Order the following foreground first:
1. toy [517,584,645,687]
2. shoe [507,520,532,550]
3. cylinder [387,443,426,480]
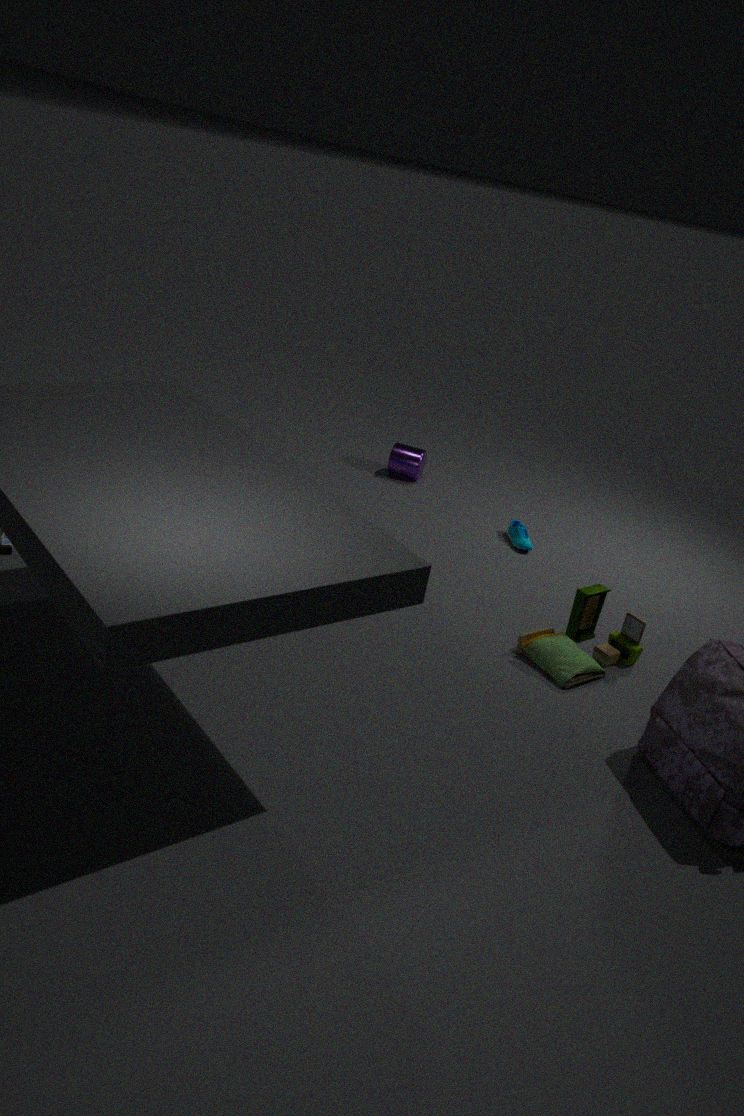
toy [517,584,645,687] < shoe [507,520,532,550] < cylinder [387,443,426,480]
